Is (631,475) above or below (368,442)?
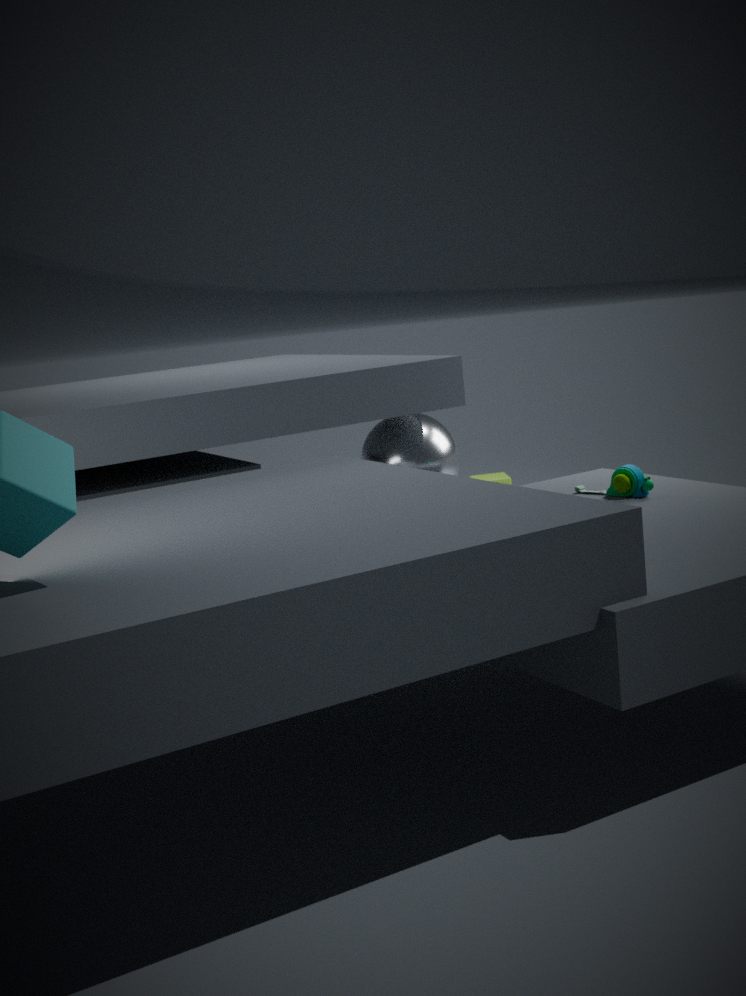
below
